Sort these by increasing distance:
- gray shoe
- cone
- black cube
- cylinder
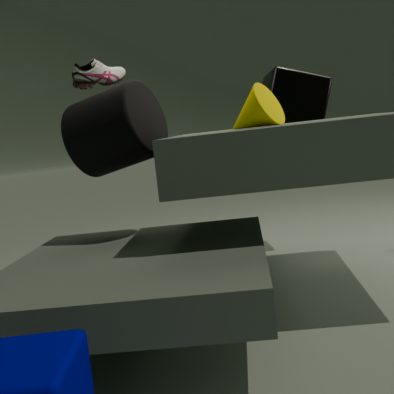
1. cone
2. cylinder
3. gray shoe
4. black cube
